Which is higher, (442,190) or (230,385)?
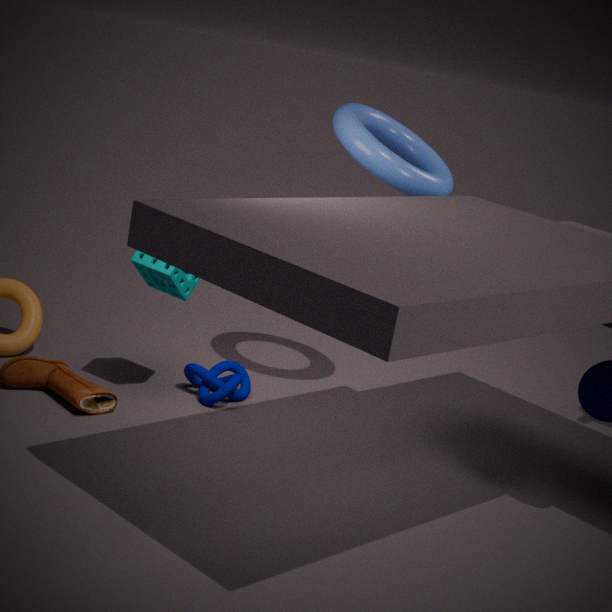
(442,190)
